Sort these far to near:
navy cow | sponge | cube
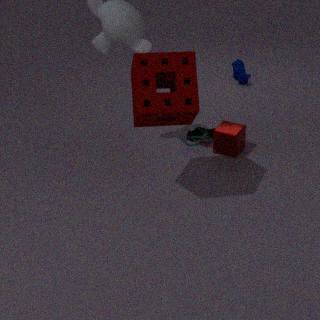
navy cow
cube
sponge
